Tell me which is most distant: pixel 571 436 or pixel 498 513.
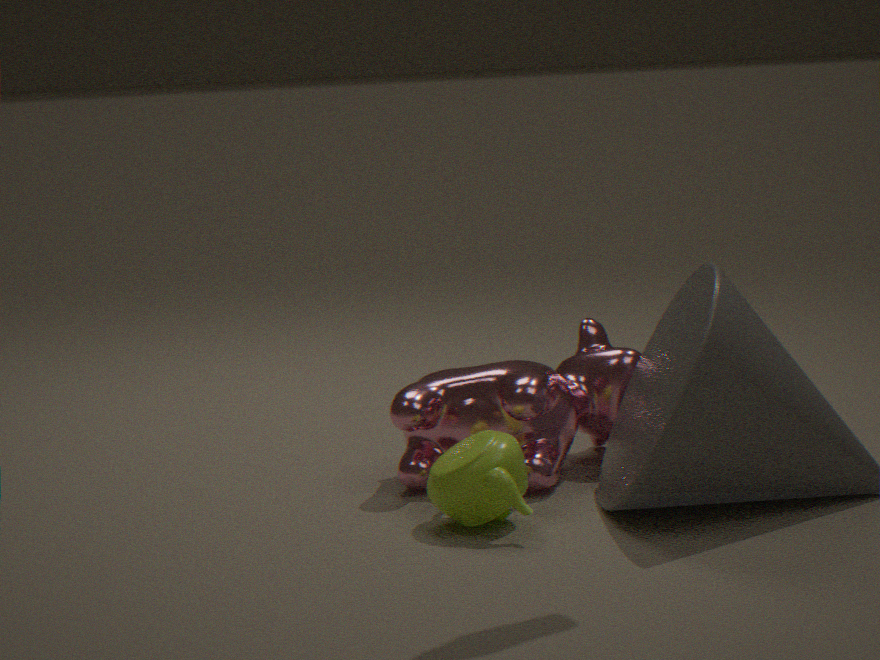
pixel 571 436
